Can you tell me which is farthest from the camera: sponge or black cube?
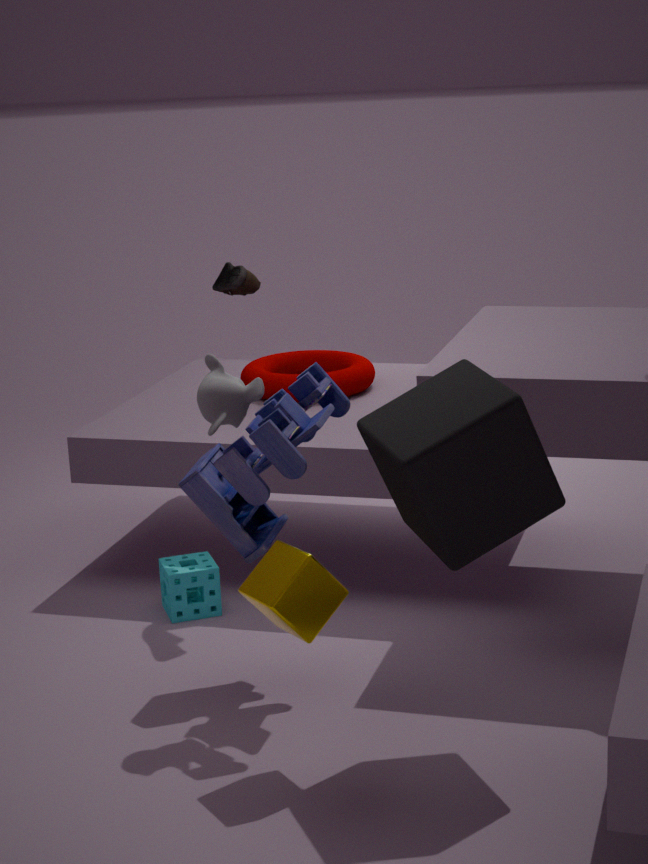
sponge
